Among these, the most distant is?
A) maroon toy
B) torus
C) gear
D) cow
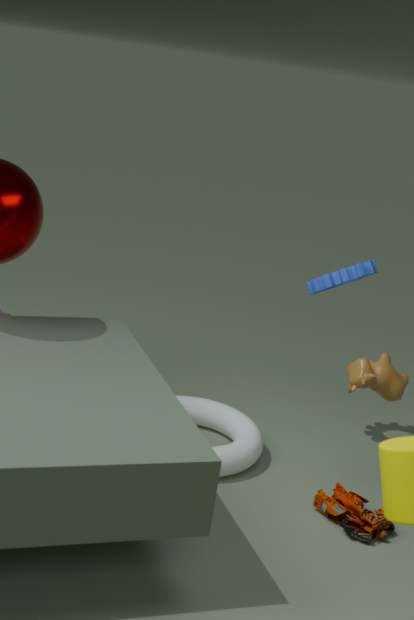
gear
